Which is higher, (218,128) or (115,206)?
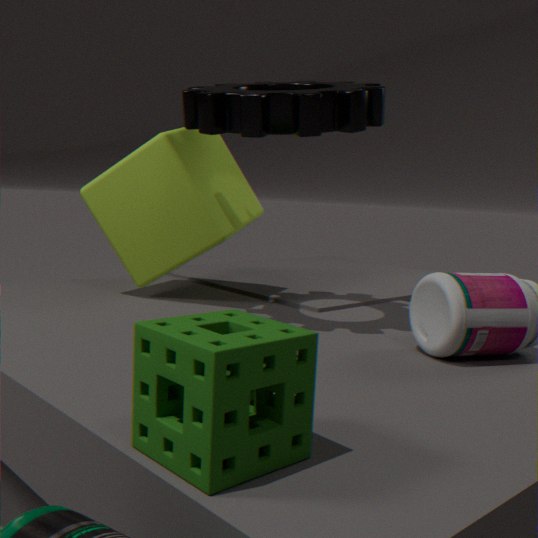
(218,128)
